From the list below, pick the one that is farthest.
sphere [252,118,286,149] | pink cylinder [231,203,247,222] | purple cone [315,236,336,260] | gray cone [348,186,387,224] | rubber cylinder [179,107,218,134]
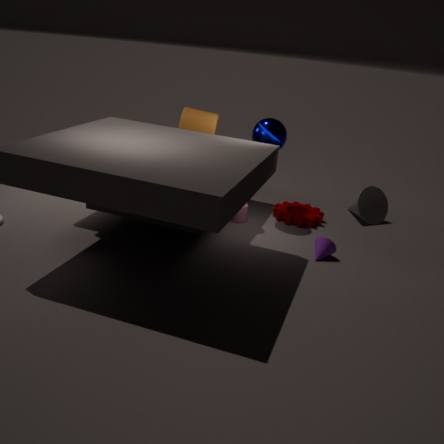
A: gray cone [348,186,387,224]
